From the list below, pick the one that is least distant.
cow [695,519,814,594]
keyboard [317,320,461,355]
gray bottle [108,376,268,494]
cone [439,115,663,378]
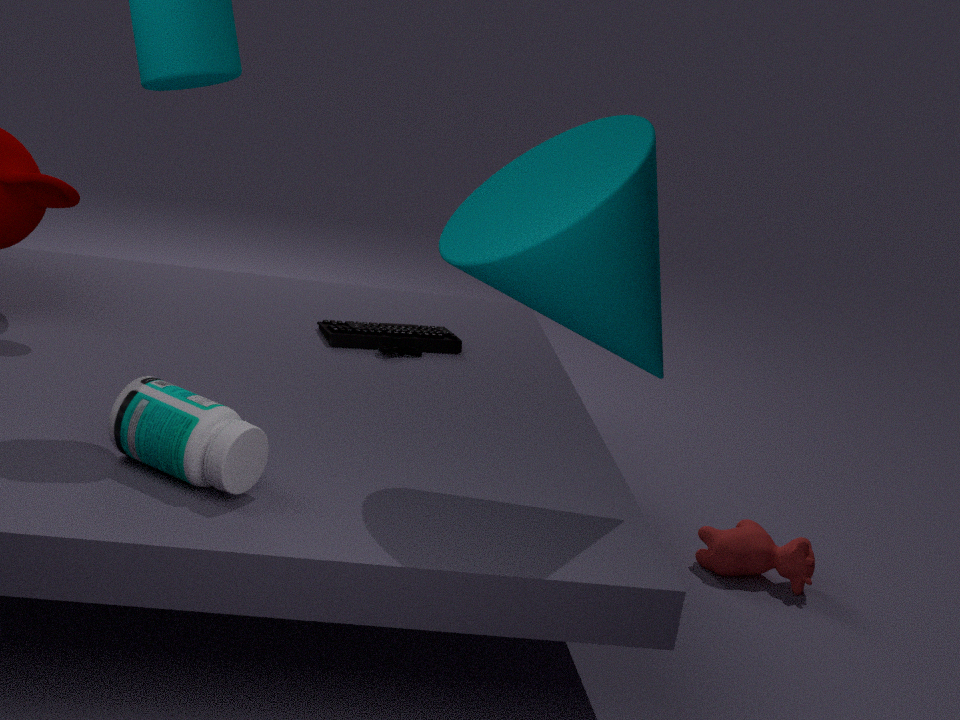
cone [439,115,663,378]
